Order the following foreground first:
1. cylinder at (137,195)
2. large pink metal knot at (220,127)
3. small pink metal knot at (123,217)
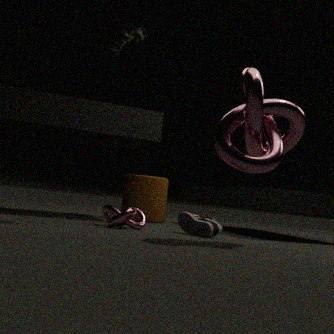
large pink metal knot at (220,127)
small pink metal knot at (123,217)
cylinder at (137,195)
